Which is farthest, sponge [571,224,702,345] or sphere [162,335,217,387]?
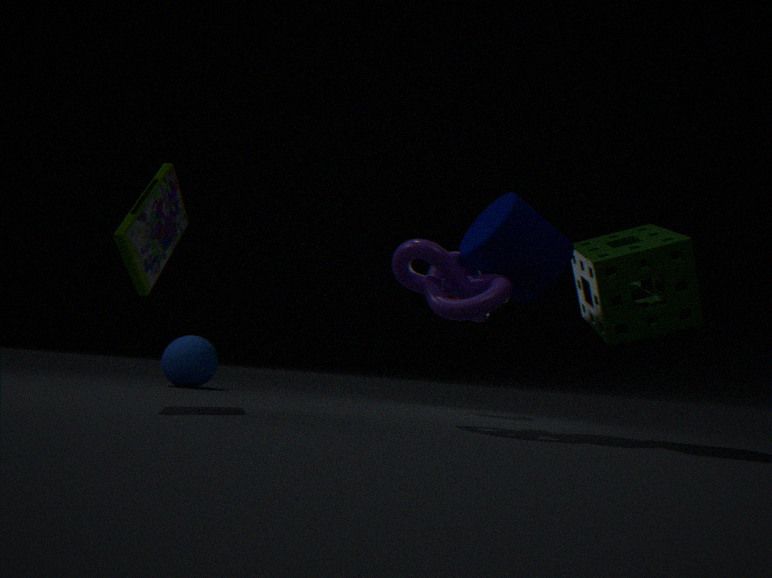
sphere [162,335,217,387]
